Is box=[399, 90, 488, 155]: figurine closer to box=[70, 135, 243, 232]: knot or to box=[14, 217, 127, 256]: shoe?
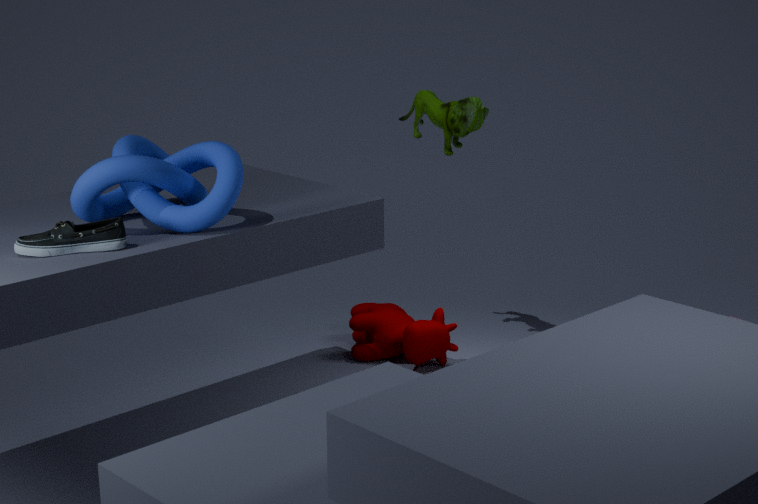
box=[70, 135, 243, 232]: knot
